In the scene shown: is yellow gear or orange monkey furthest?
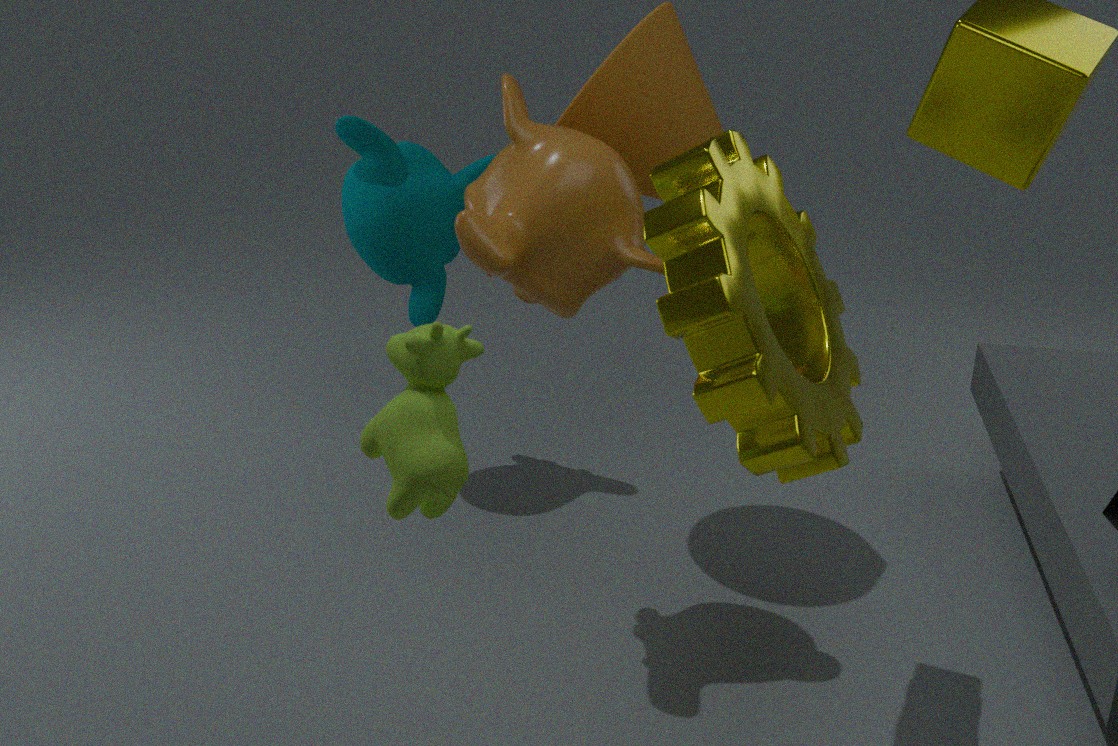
orange monkey
